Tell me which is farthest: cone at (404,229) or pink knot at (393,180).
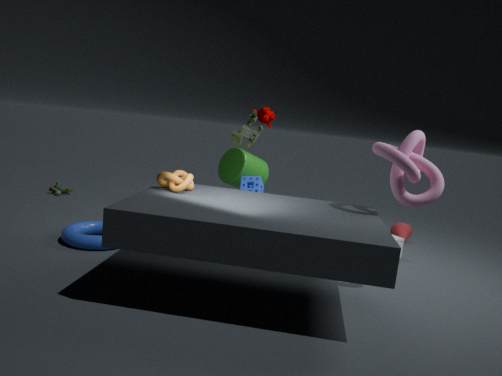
cone at (404,229)
